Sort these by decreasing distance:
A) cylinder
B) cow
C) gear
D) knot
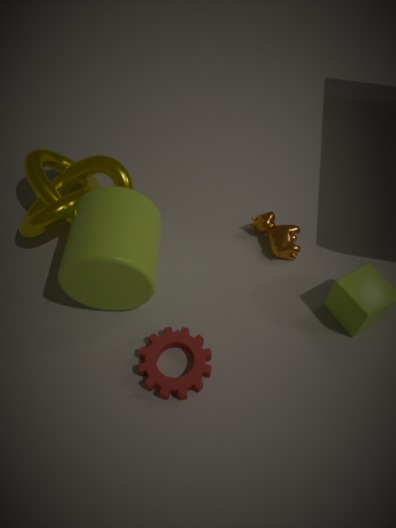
cow
knot
gear
cylinder
